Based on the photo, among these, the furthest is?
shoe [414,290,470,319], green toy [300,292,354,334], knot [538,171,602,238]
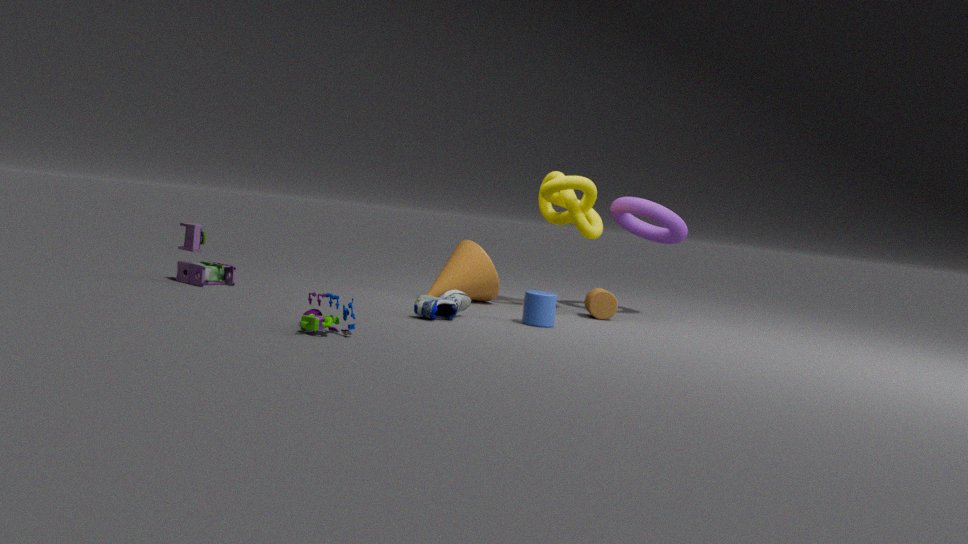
knot [538,171,602,238]
